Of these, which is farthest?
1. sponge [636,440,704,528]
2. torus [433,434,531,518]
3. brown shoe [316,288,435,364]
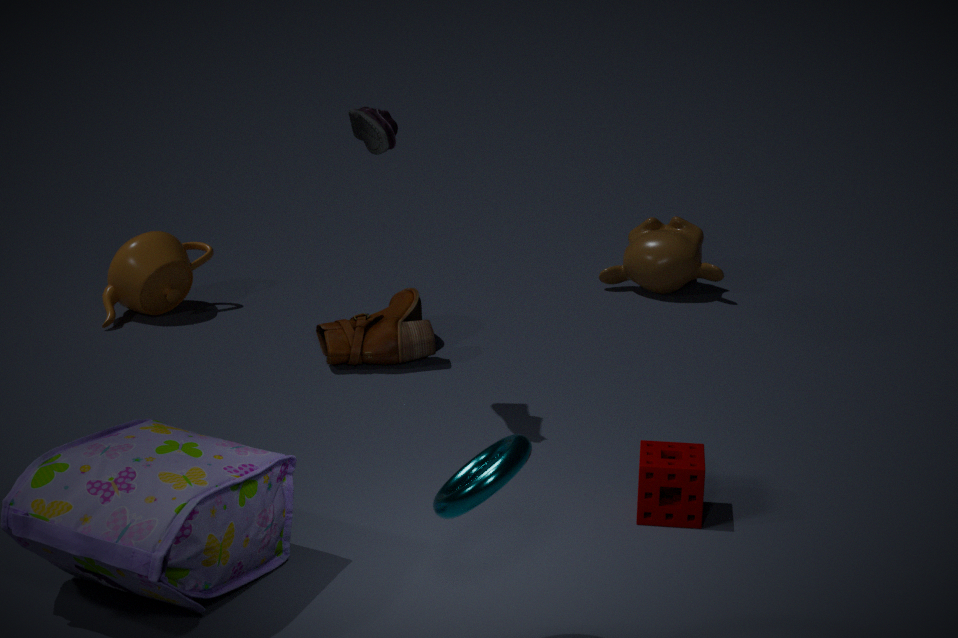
brown shoe [316,288,435,364]
